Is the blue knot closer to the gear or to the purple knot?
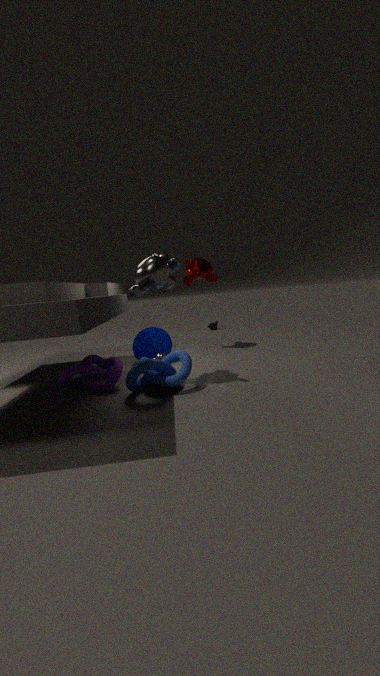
the gear
